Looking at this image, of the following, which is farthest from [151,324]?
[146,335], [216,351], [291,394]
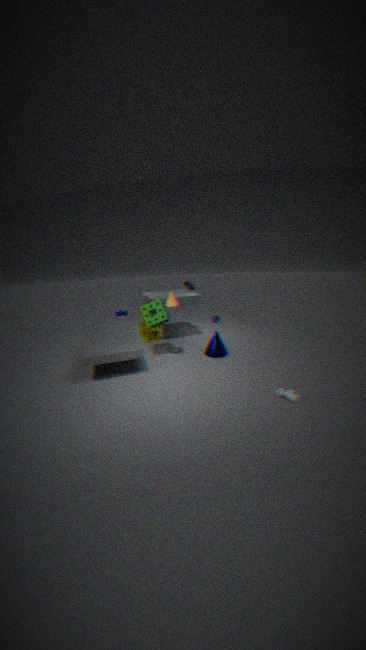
[291,394]
